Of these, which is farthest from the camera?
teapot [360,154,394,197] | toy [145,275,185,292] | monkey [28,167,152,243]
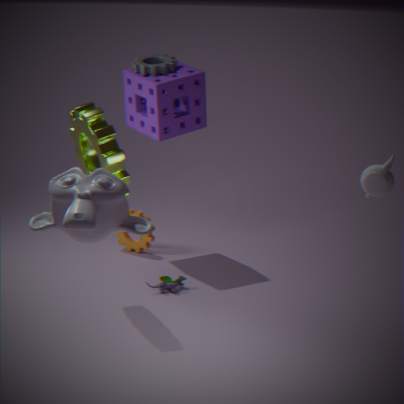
toy [145,275,185,292]
